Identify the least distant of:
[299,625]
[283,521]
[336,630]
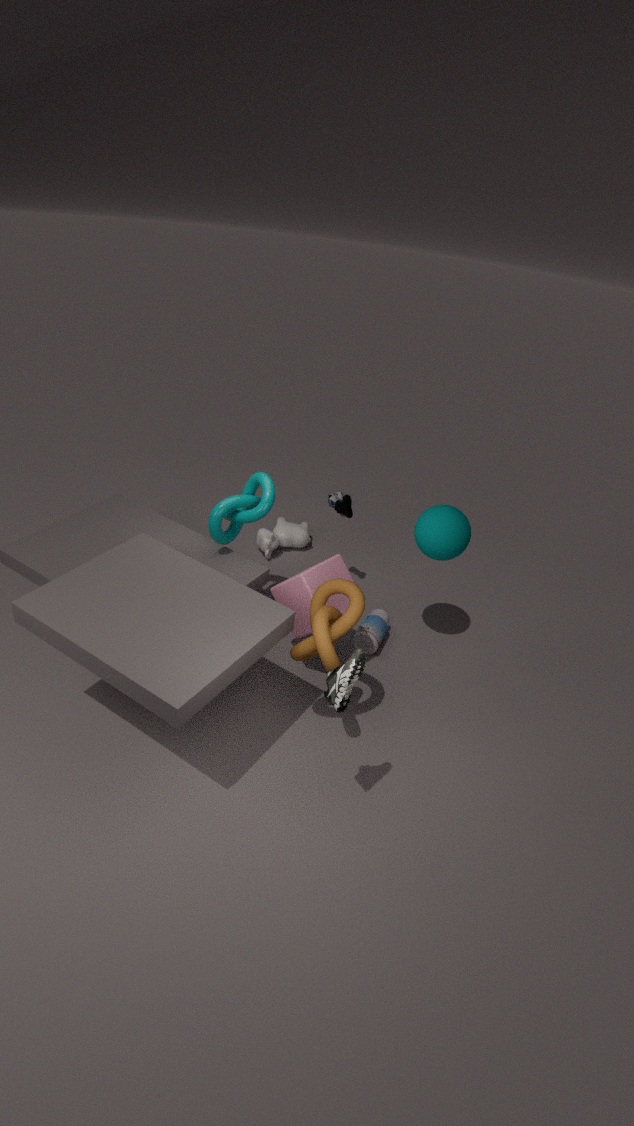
[336,630]
